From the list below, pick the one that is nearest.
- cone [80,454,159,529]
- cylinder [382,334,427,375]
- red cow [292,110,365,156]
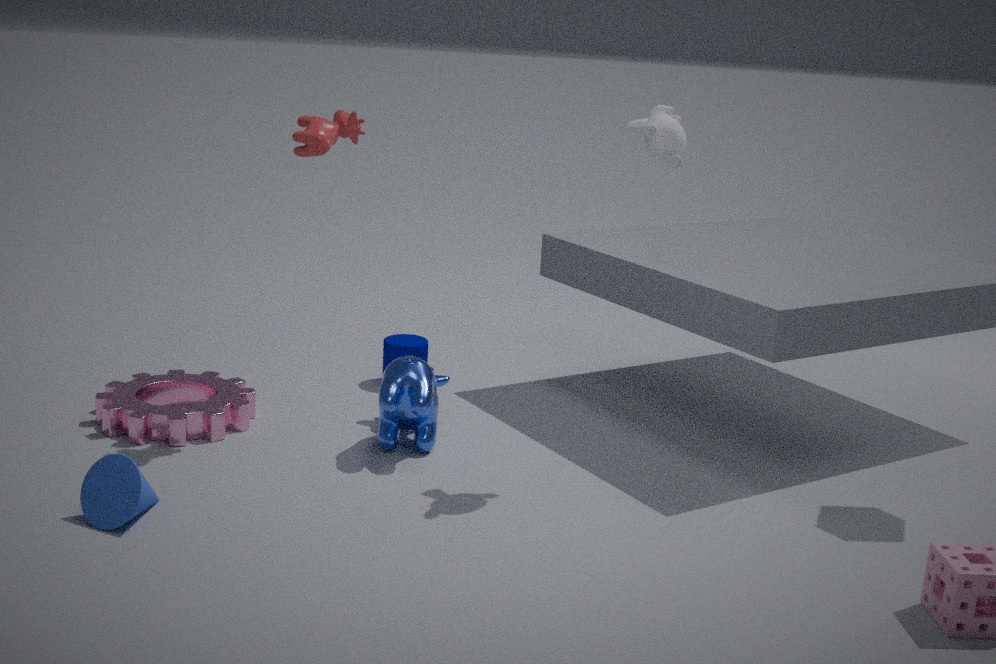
cone [80,454,159,529]
